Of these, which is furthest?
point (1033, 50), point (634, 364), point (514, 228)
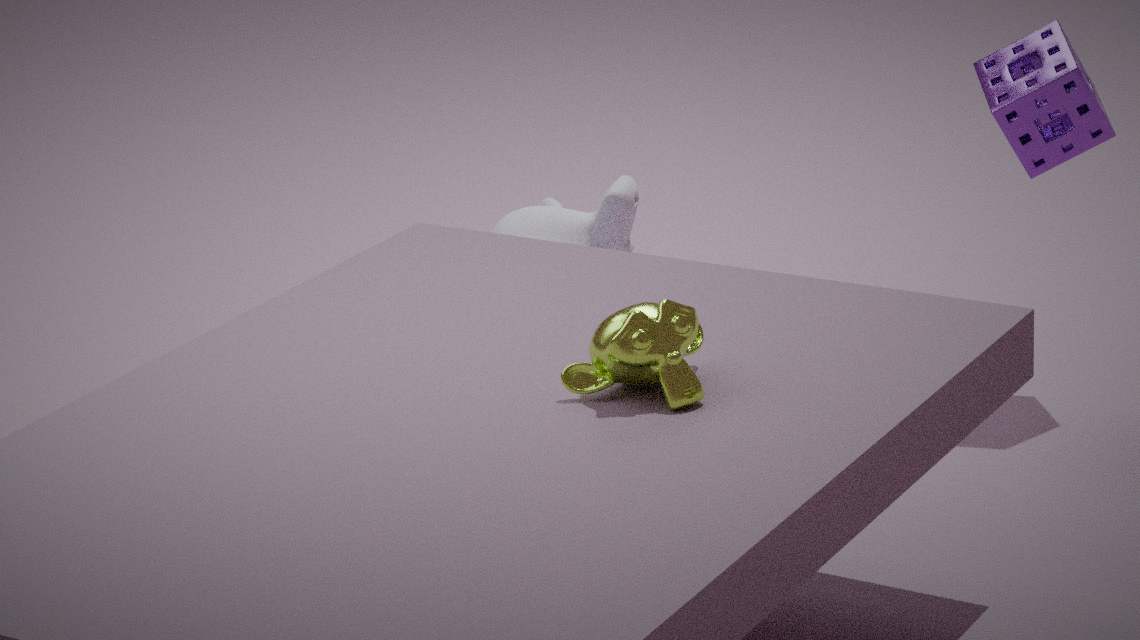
point (514, 228)
